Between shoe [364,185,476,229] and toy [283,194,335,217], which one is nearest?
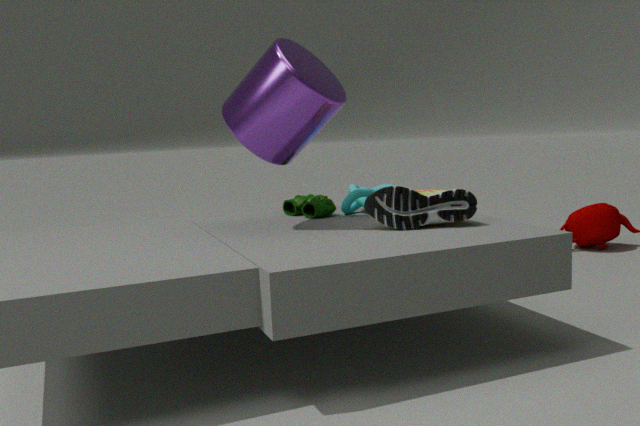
shoe [364,185,476,229]
